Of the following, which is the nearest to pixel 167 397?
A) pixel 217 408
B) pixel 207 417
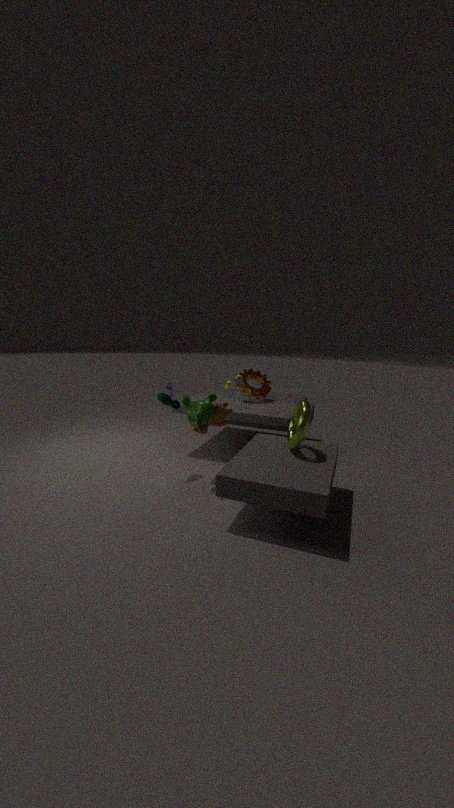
pixel 207 417
